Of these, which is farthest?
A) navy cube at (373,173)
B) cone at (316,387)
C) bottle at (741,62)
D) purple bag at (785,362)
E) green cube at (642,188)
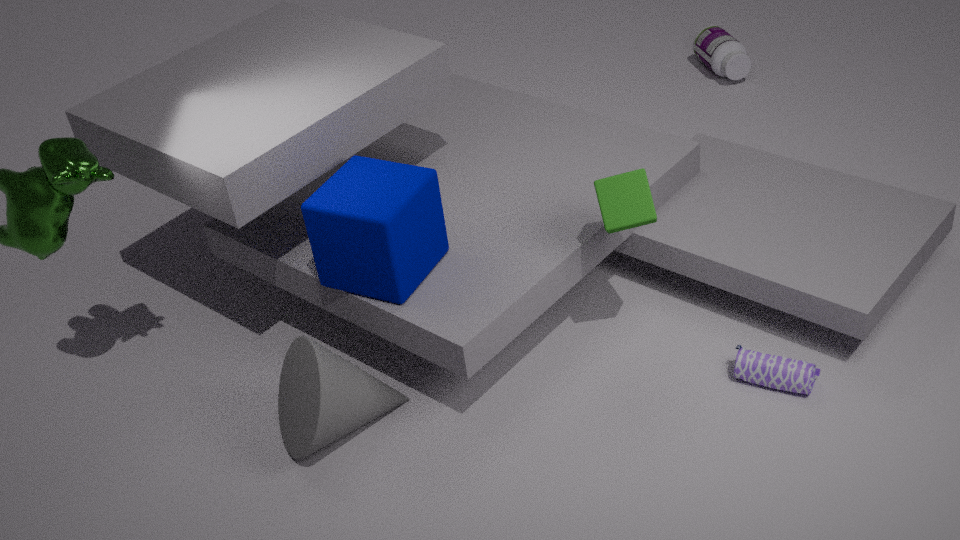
bottle at (741,62)
